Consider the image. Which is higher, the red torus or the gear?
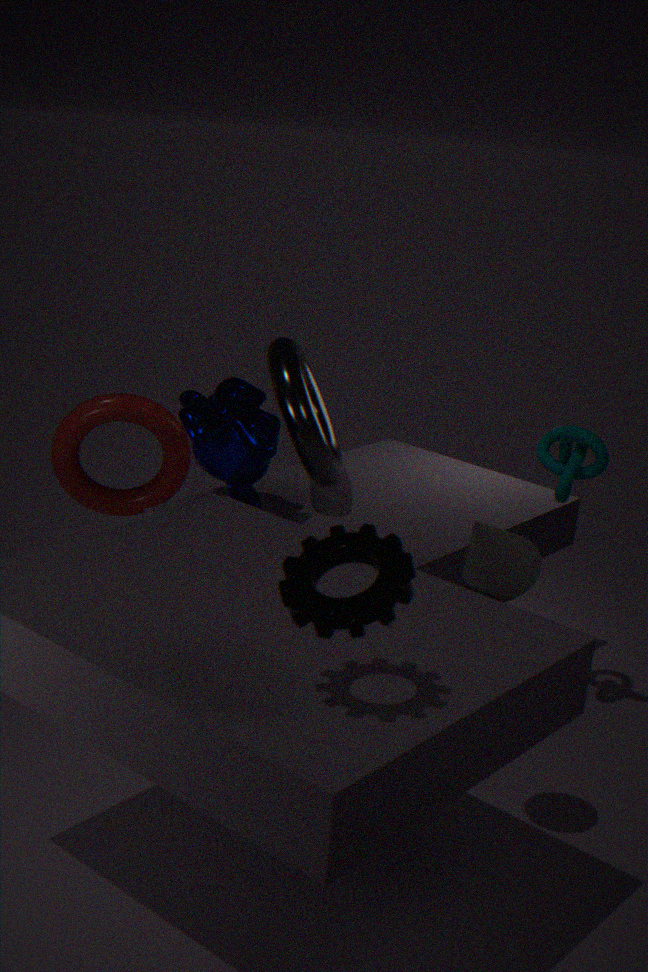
the gear
